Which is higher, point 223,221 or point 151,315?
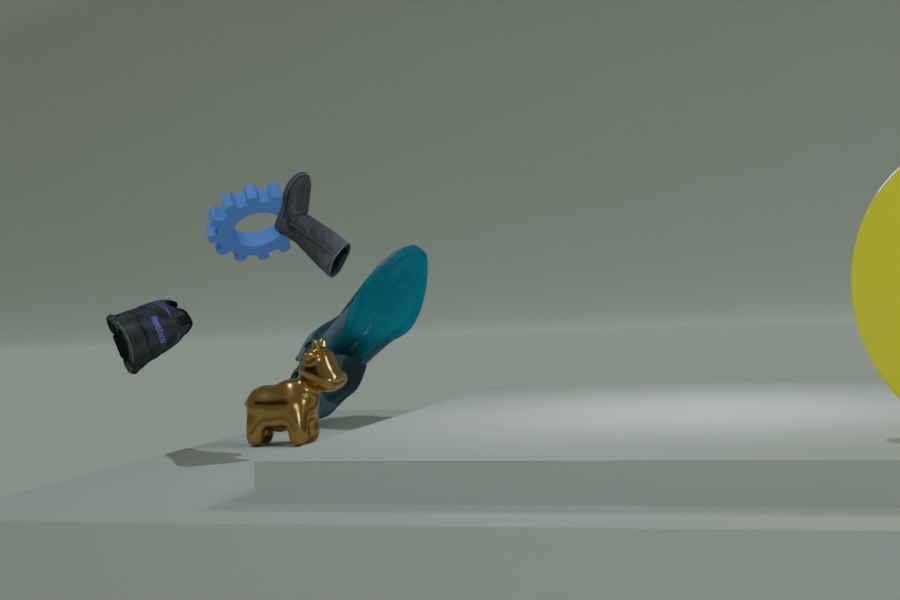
point 223,221
